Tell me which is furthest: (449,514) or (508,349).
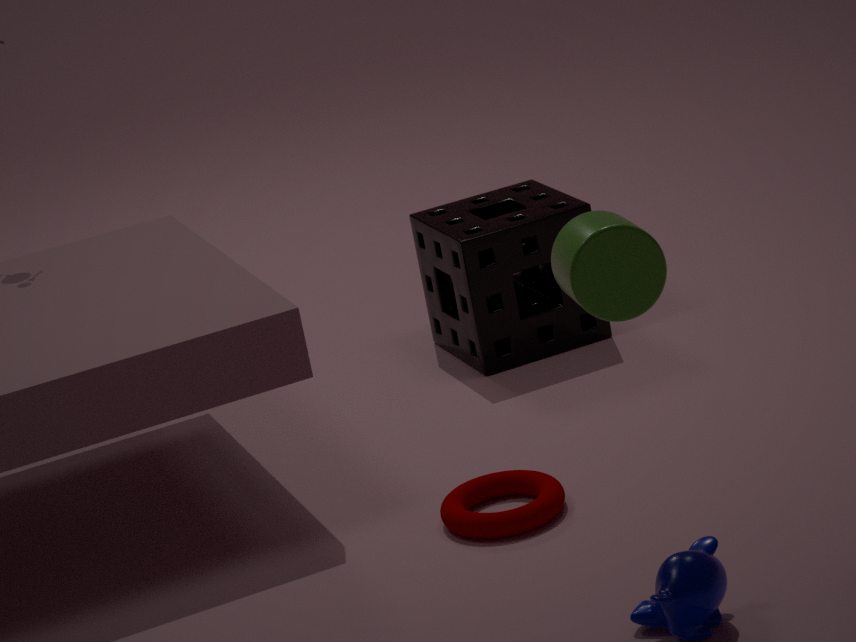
(508,349)
